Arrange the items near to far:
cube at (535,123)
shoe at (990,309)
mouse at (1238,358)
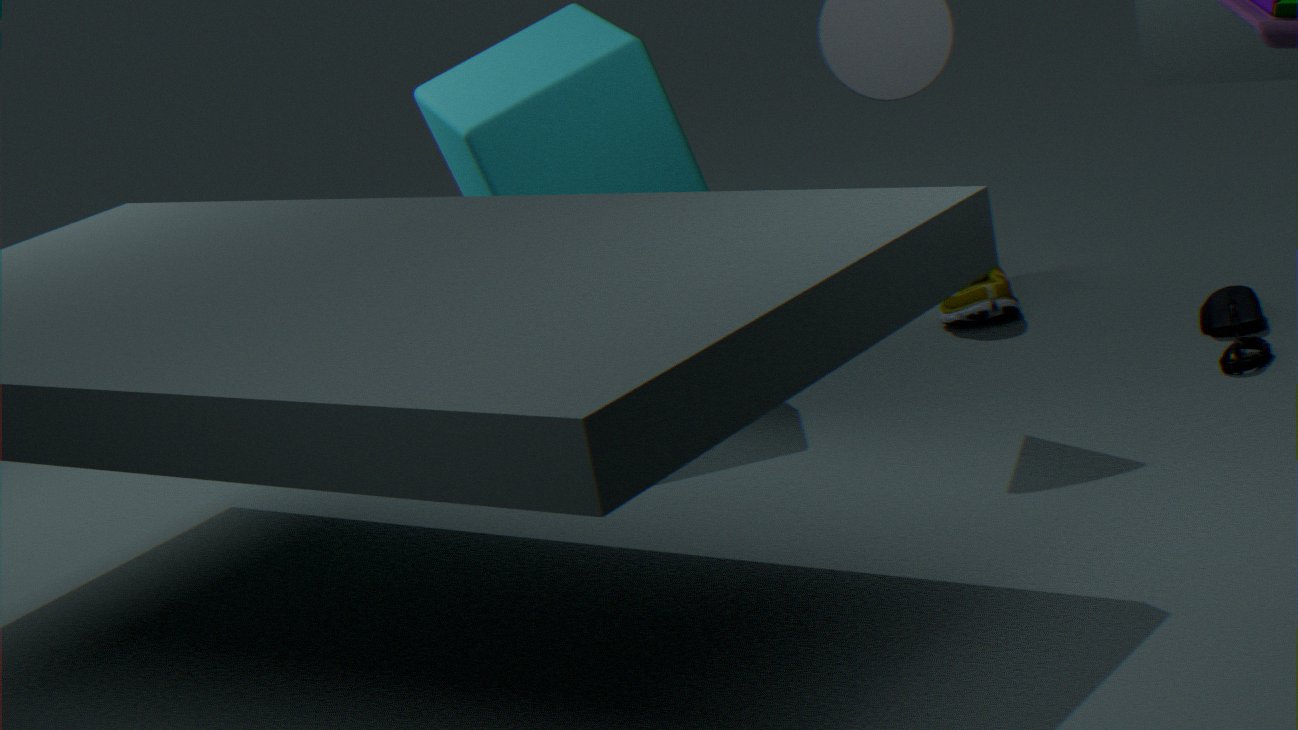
mouse at (1238,358)
cube at (535,123)
shoe at (990,309)
